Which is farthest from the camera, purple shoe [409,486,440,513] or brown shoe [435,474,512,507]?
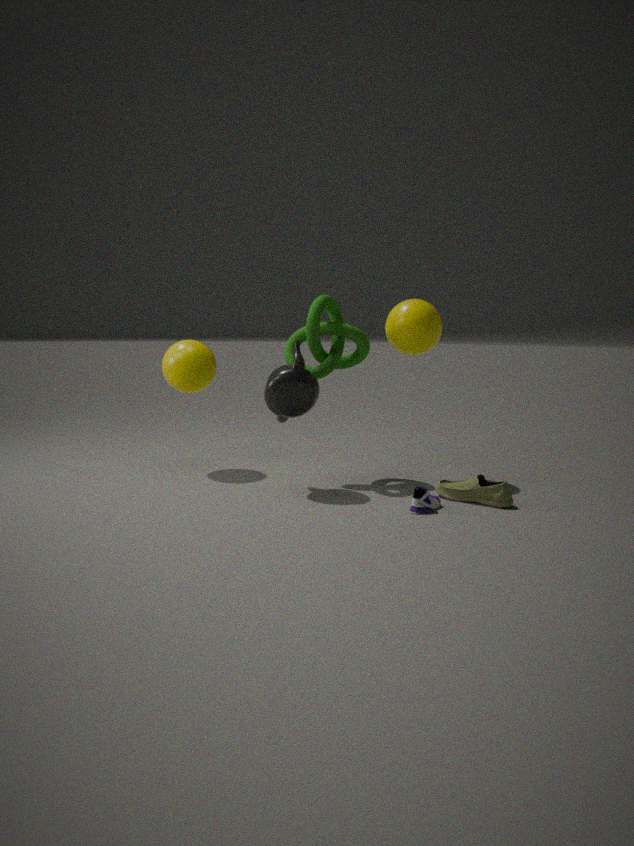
brown shoe [435,474,512,507]
